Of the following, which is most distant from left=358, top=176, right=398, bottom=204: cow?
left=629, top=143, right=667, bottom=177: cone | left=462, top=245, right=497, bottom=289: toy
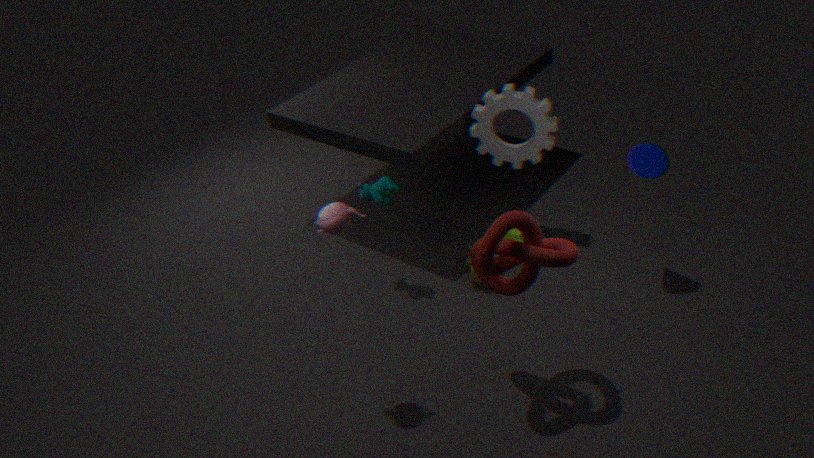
left=629, top=143, right=667, bottom=177: cone
